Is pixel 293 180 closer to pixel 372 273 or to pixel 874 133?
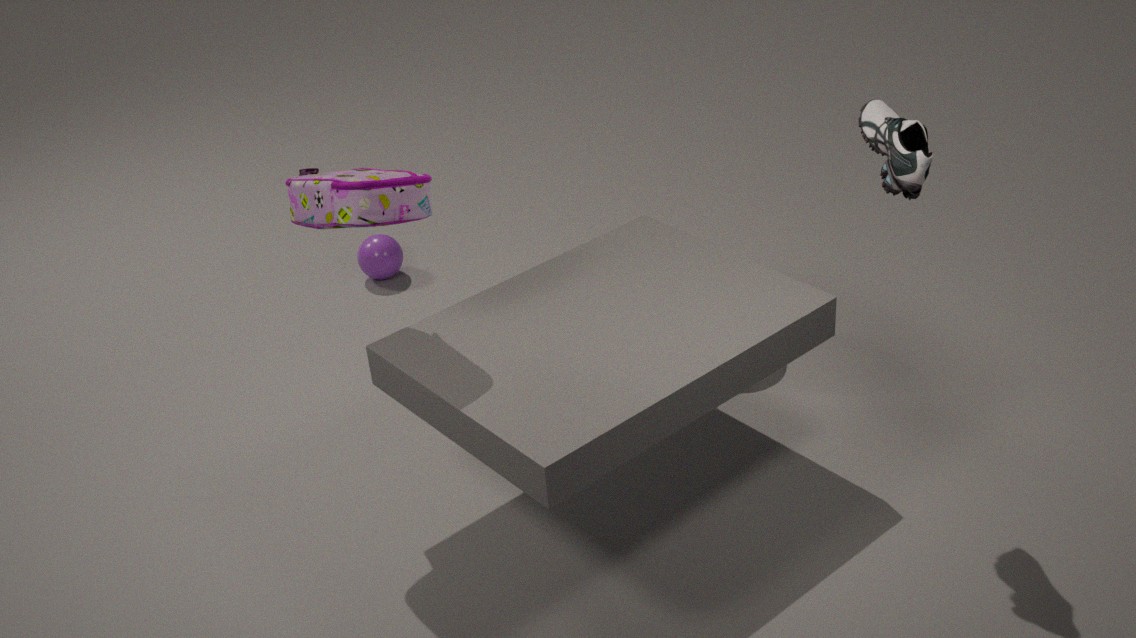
pixel 874 133
